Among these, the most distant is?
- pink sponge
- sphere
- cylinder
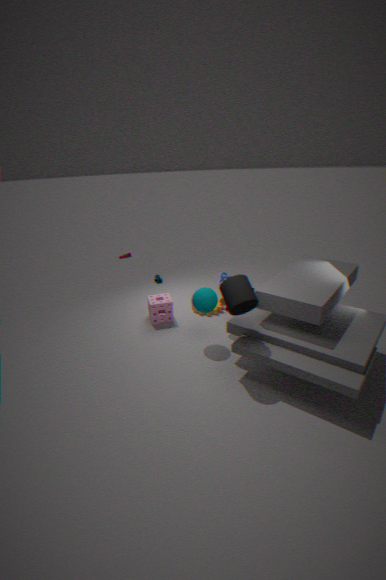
pink sponge
